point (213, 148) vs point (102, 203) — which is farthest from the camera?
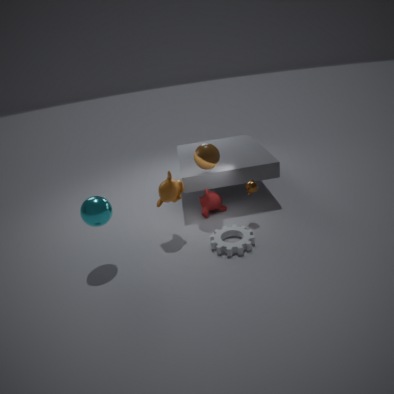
point (213, 148)
